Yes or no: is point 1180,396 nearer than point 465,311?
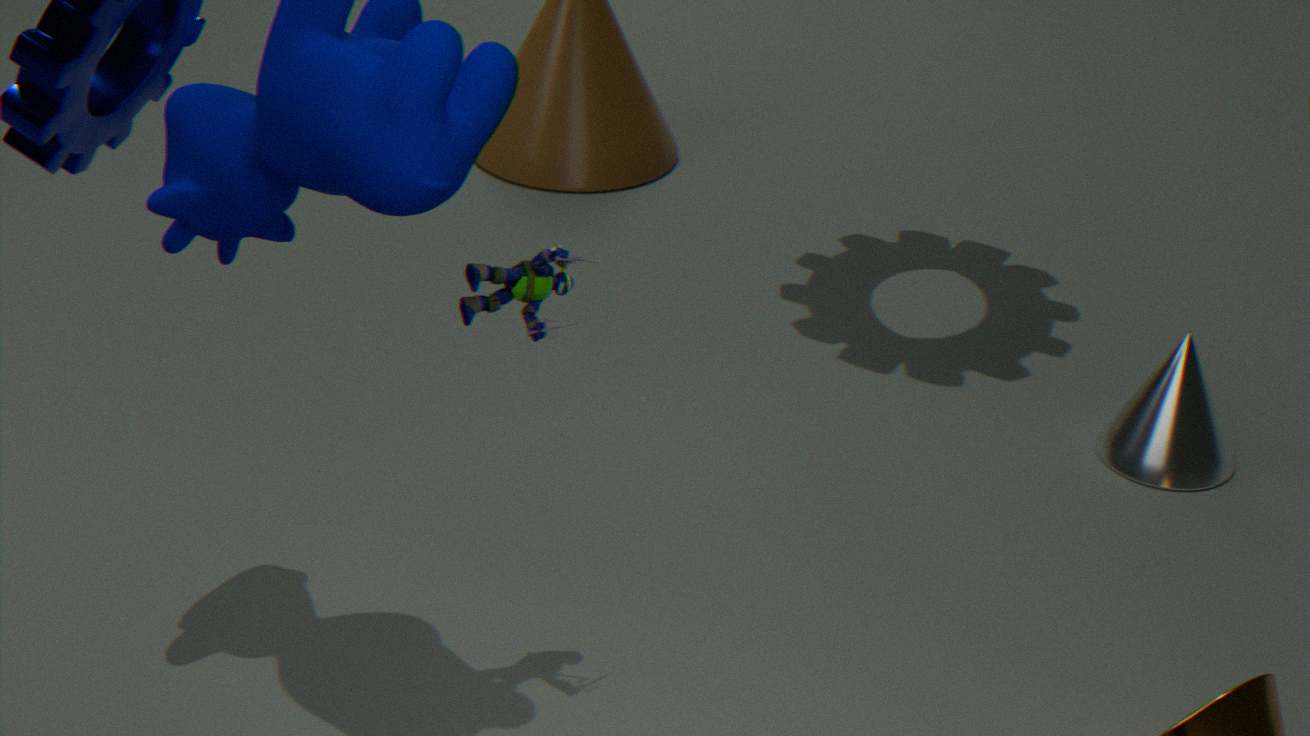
No
